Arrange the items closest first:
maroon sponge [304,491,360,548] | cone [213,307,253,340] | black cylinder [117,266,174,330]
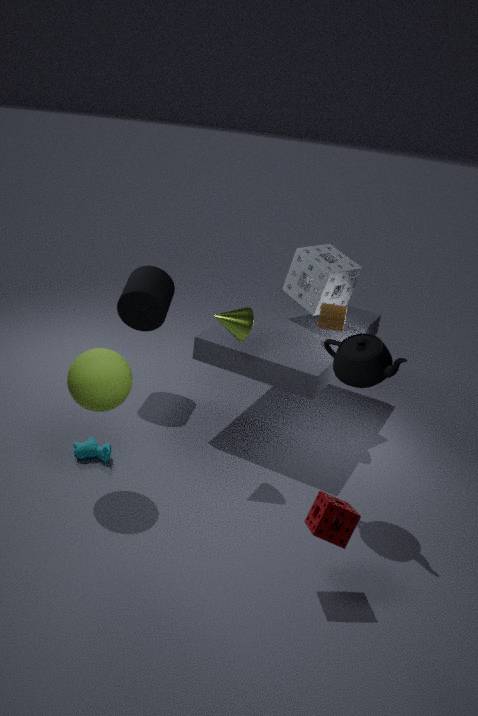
1. maroon sponge [304,491,360,548]
2. cone [213,307,253,340]
3. black cylinder [117,266,174,330]
